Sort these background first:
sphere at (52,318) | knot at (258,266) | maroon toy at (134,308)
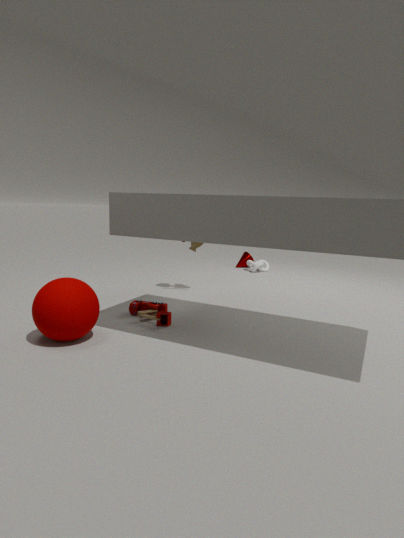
knot at (258,266) → maroon toy at (134,308) → sphere at (52,318)
